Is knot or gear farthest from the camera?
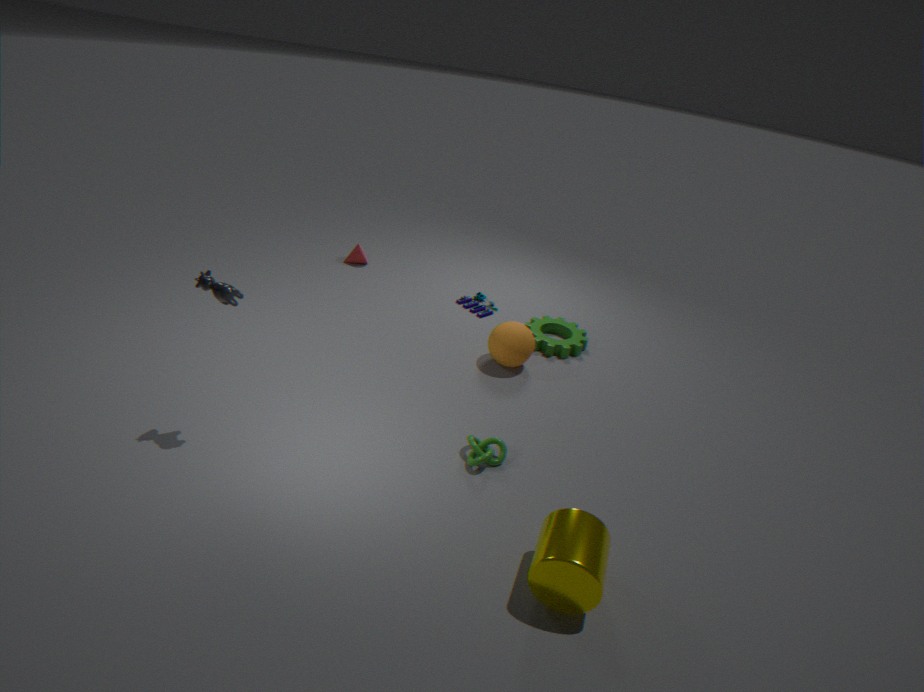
gear
